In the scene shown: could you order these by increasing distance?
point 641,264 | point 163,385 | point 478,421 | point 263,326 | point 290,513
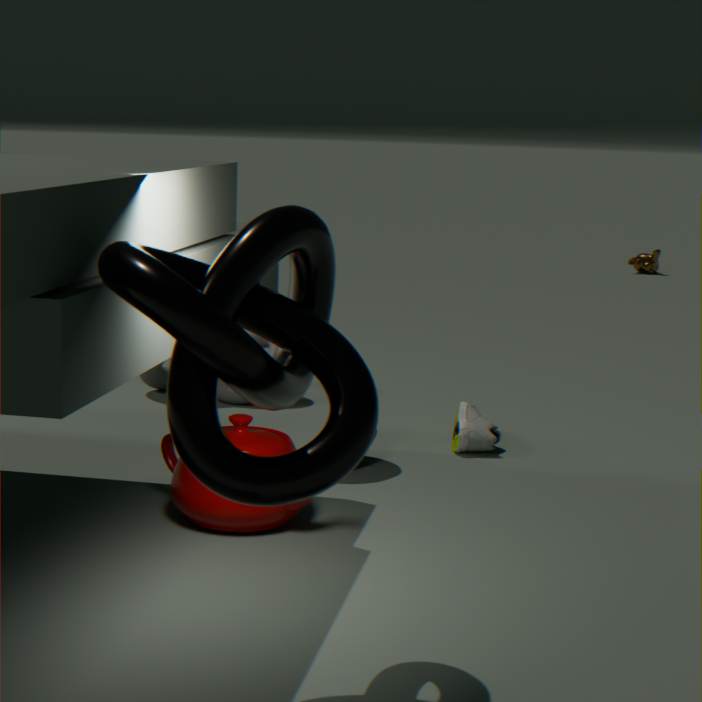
point 263,326, point 290,513, point 478,421, point 163,385, point 641,264
